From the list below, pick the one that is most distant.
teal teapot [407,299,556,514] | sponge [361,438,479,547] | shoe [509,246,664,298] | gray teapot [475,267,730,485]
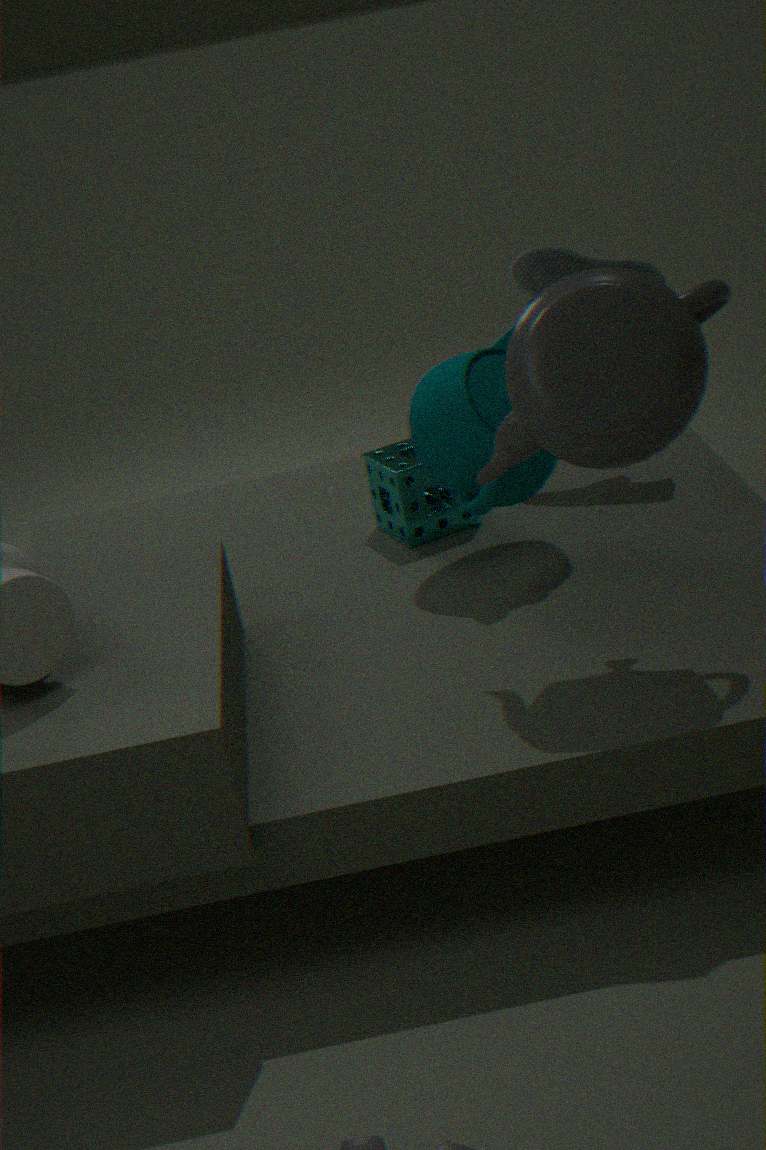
shoe [509,246,664,298]
